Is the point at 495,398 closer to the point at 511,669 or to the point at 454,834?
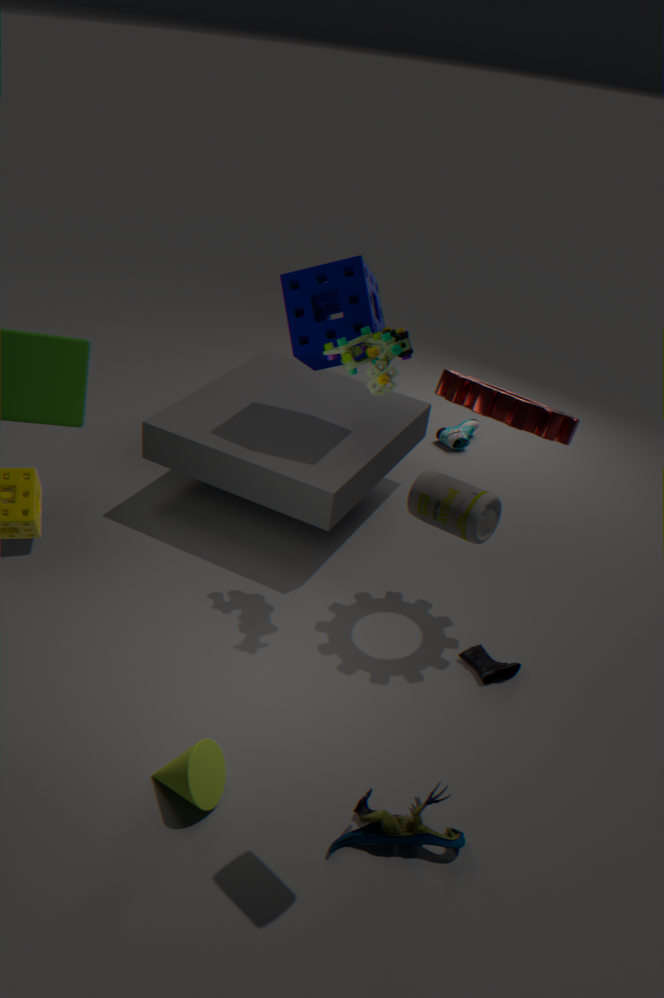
the point at 511,669
